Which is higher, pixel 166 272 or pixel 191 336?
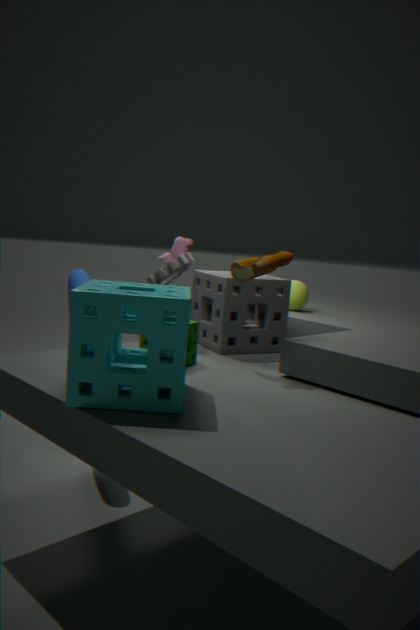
pixel 166 272
